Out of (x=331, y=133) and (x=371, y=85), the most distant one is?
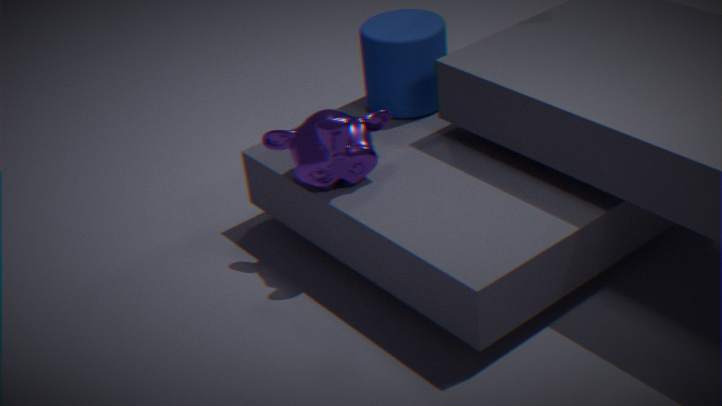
(x=371, y=85)
